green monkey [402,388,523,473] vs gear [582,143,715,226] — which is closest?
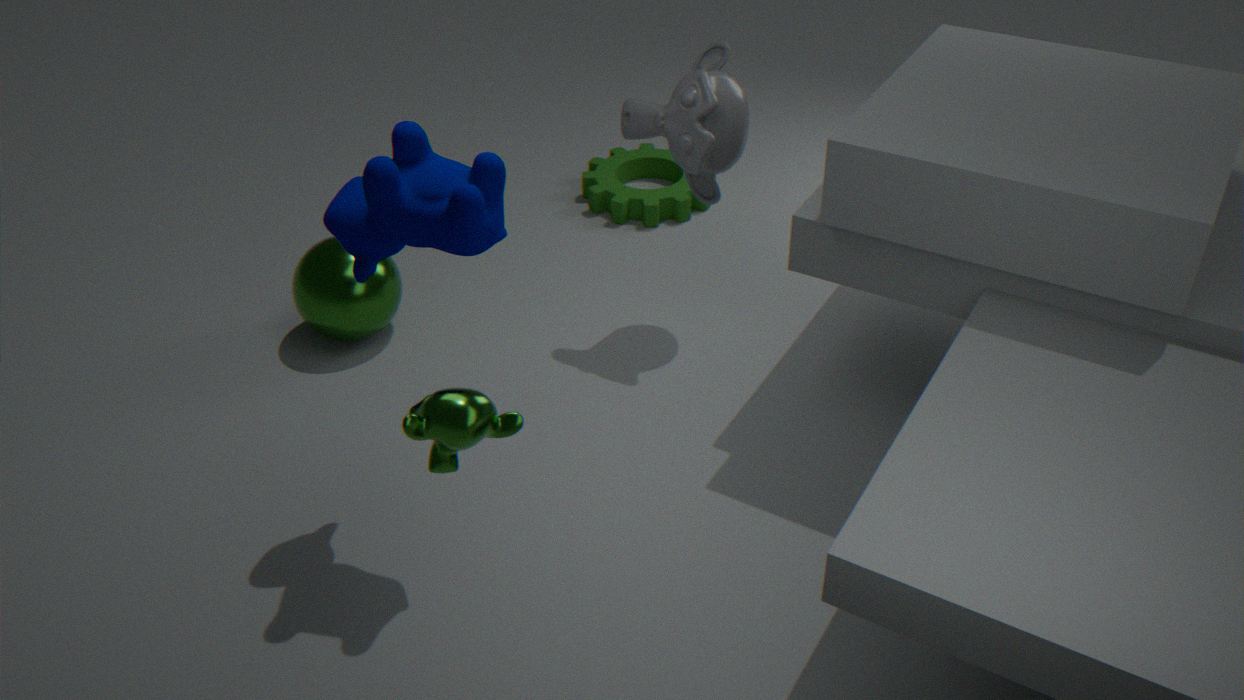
green monkey [402,388,523,473]
